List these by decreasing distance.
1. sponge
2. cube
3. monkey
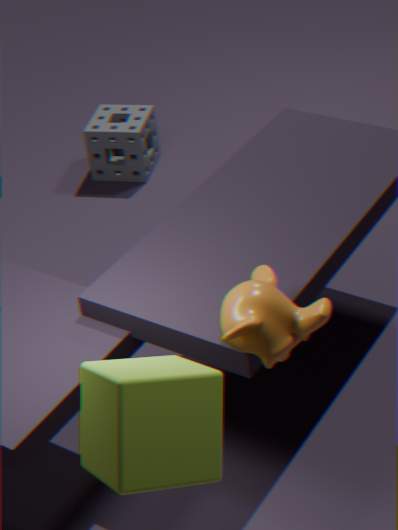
sponge < monkey < cube
